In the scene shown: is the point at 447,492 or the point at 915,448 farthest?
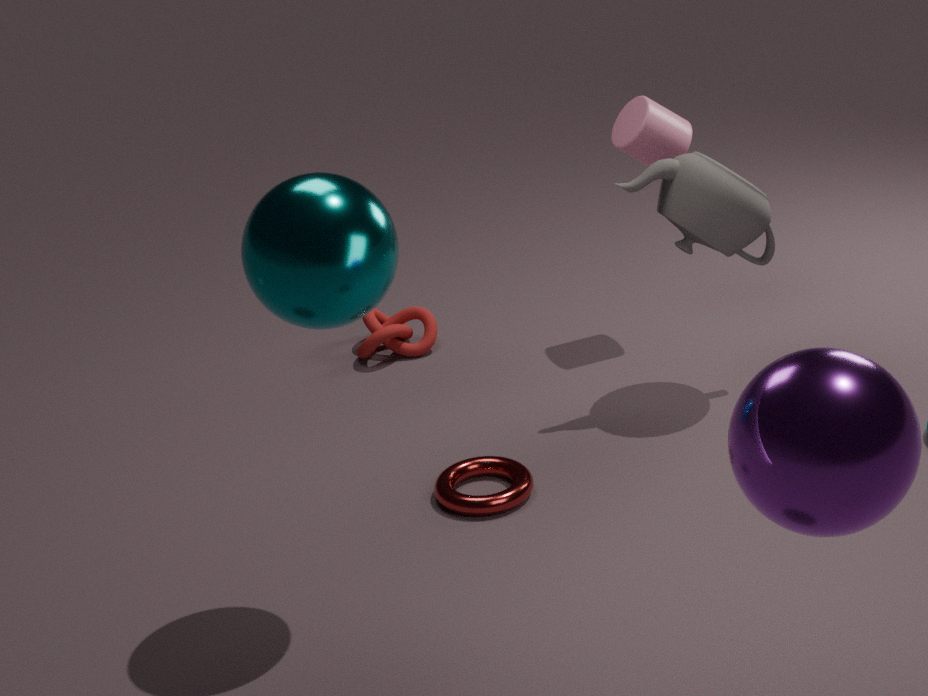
the point at 447,492
